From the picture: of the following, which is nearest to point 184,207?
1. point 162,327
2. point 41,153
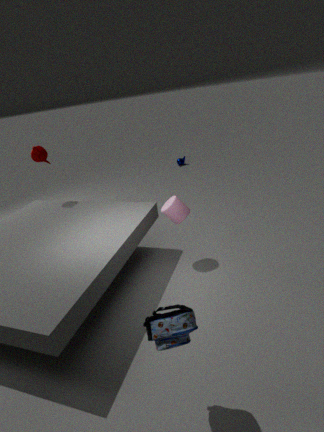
point 162,327
